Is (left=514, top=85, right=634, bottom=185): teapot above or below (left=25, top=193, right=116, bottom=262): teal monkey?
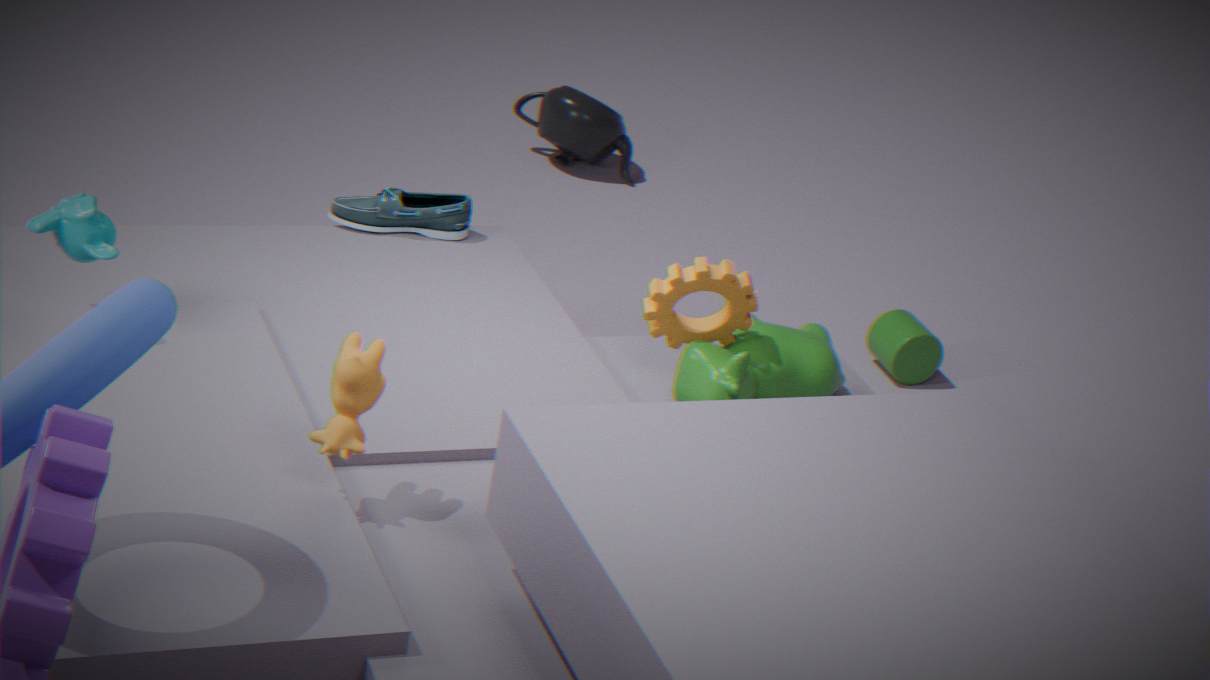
below
